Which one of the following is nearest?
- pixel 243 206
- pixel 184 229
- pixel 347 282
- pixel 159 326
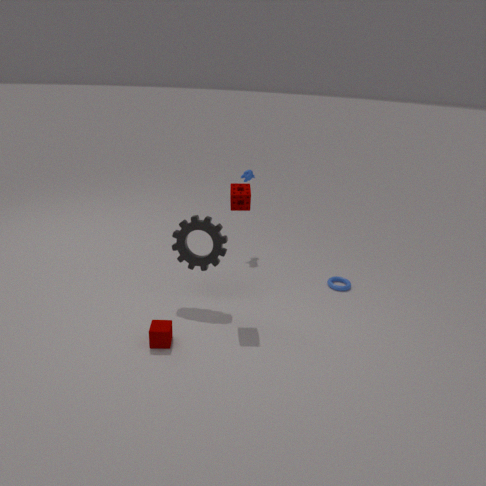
pixel 159 326
